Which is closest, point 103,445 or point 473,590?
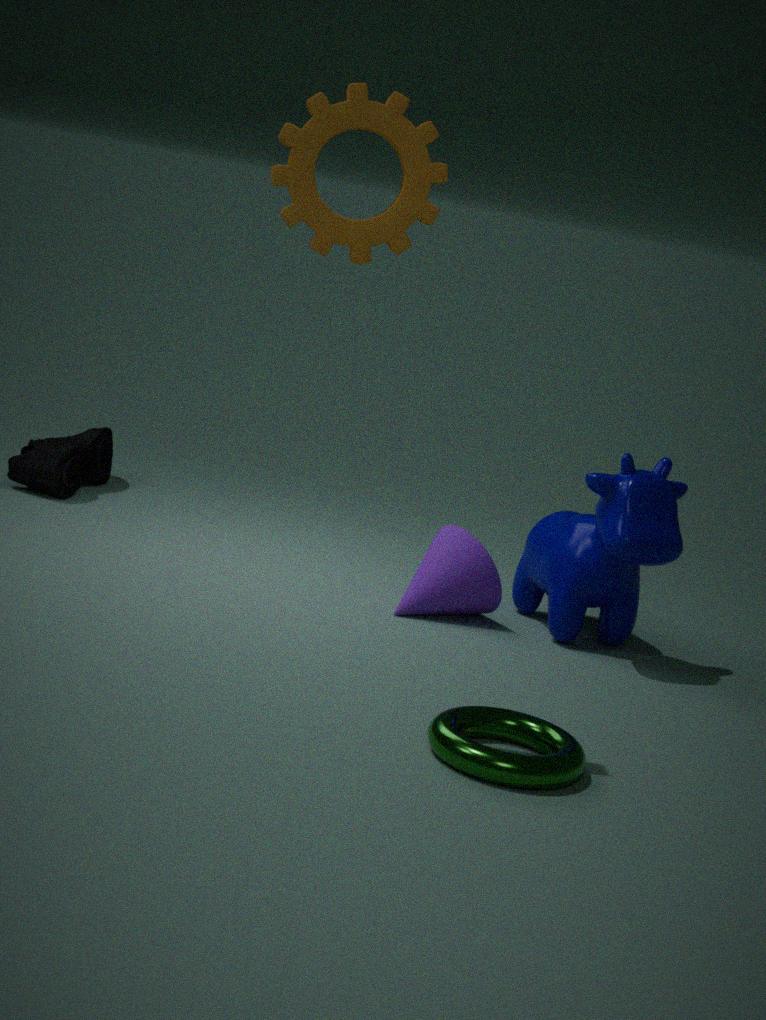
point 473,590
